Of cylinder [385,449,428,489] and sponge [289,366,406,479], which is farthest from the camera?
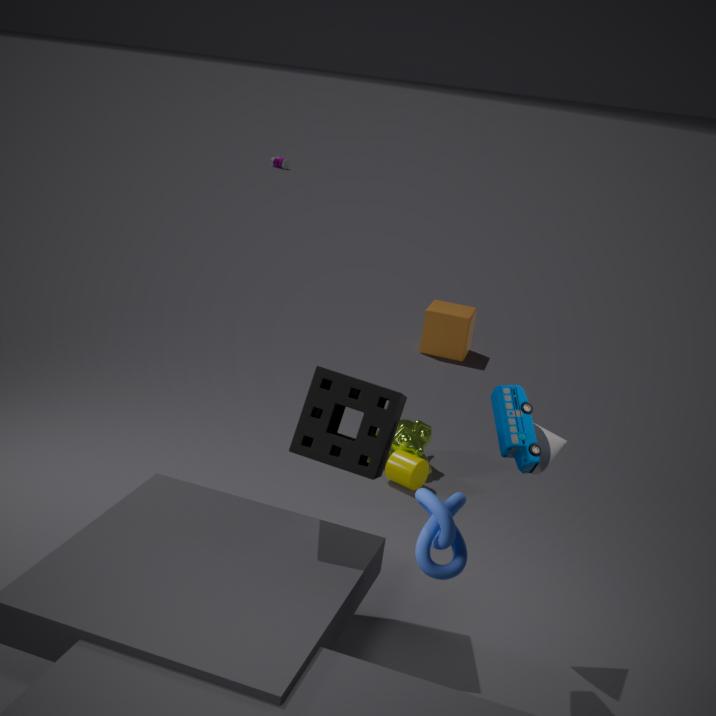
cylinder [385,449,428,489]
